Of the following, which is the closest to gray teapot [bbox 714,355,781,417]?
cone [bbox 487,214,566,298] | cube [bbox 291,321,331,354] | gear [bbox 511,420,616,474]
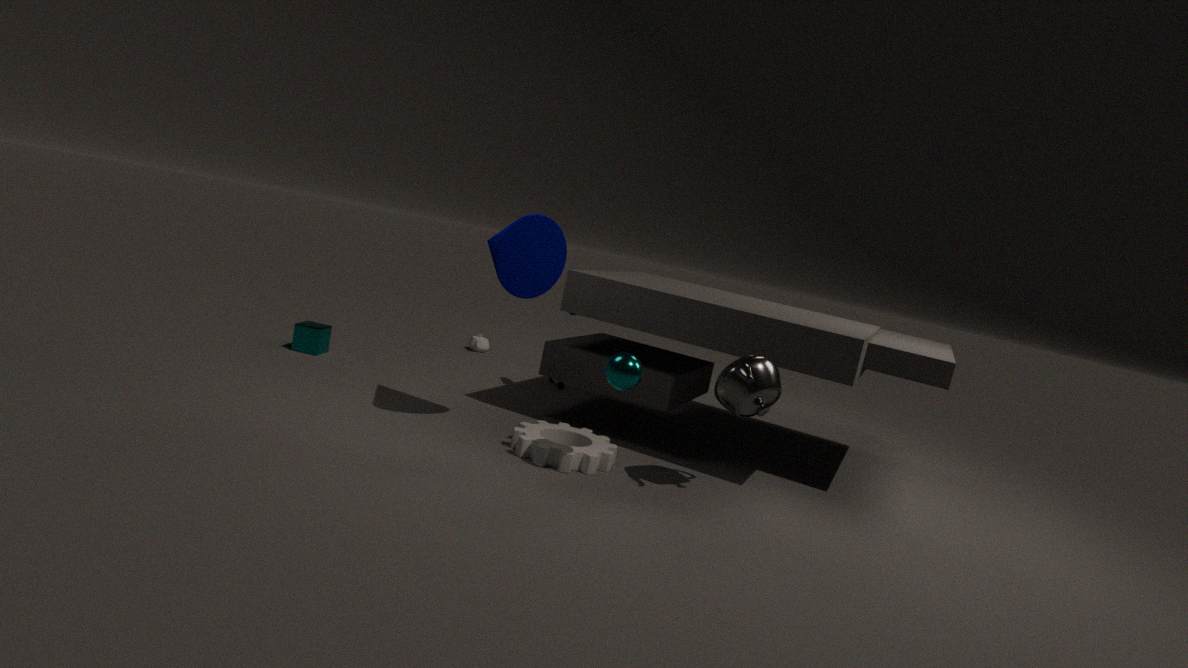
gear [bbox 511,420,616,474]
